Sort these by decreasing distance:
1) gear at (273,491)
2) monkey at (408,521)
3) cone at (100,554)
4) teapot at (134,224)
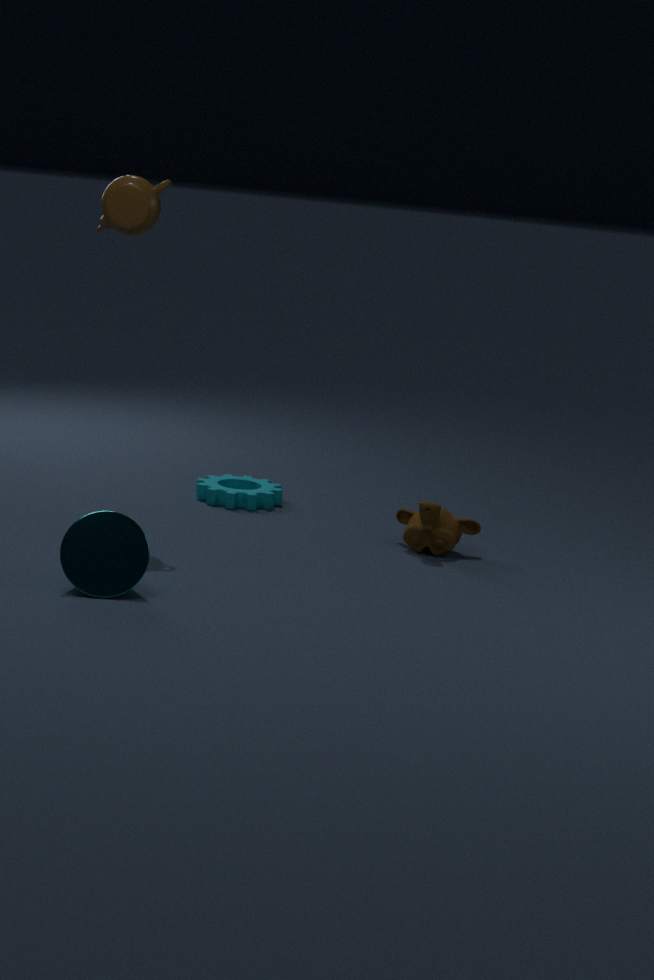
1. 1. gear at (273,491)
2. 2. monkey at (408,521)
3. 4. teapot at (134,224)
4. 3. cone at (100,554)
